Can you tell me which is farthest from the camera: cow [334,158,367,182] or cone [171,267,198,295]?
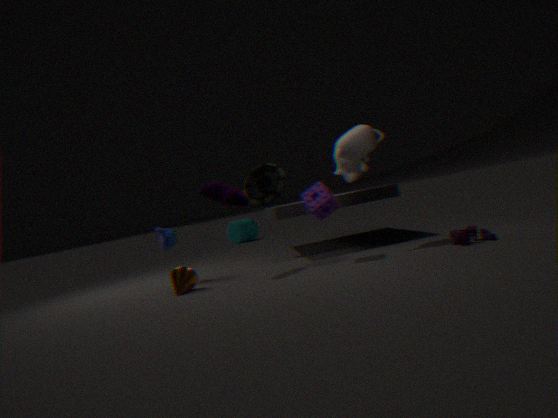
cow [334,158,367,182]
